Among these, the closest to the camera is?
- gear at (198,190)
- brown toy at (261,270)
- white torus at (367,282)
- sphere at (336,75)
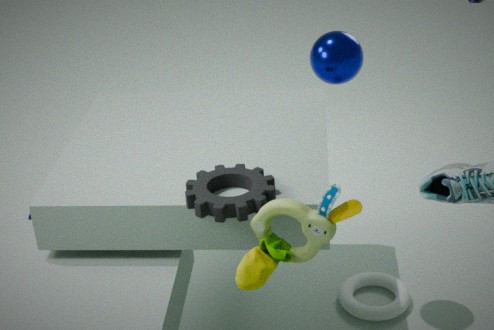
brown toy at (261,270)
